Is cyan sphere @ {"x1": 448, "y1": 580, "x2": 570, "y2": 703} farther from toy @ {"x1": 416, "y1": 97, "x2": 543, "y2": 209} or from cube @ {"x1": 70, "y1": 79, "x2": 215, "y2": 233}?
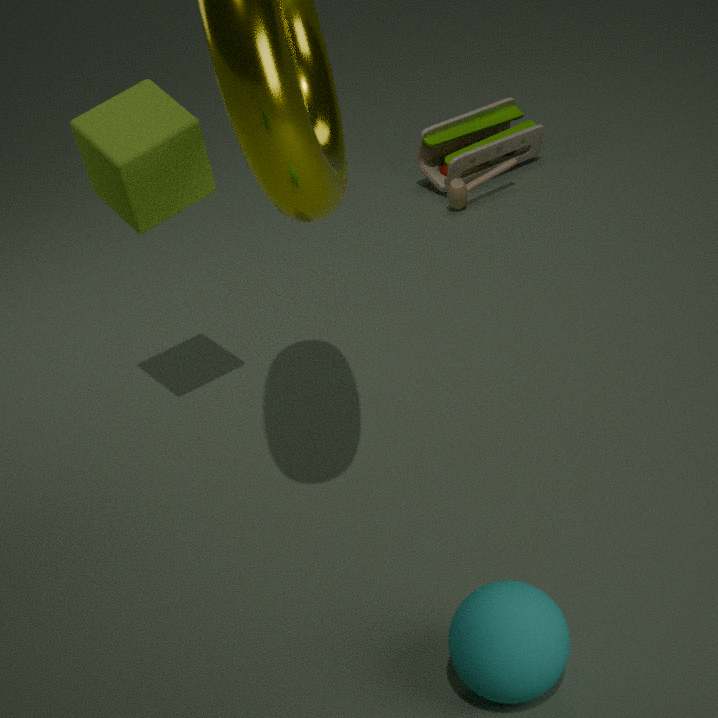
toy @ {"x1": 416, "y1": 97, "x2": 543, "y2": 209}
